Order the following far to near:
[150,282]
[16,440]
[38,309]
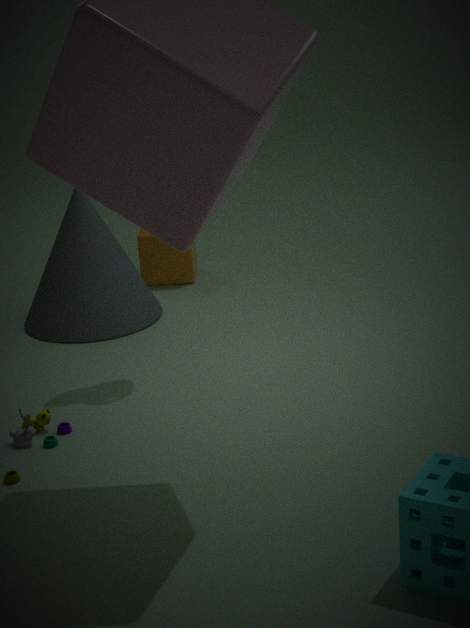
[150,282]
[38,309]
[16,440]
